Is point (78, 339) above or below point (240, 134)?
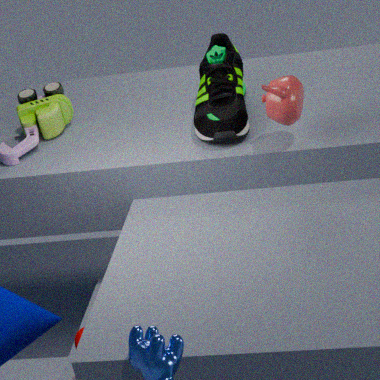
below
